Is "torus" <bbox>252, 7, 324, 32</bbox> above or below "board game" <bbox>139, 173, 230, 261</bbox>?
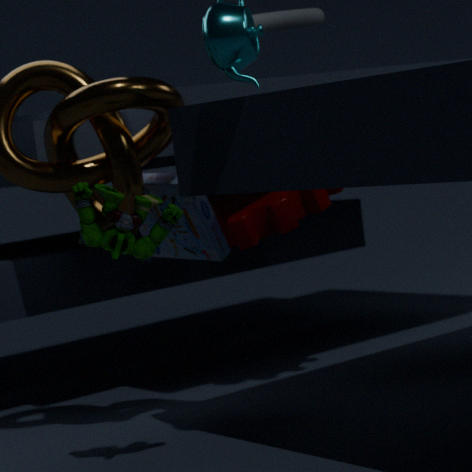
above
